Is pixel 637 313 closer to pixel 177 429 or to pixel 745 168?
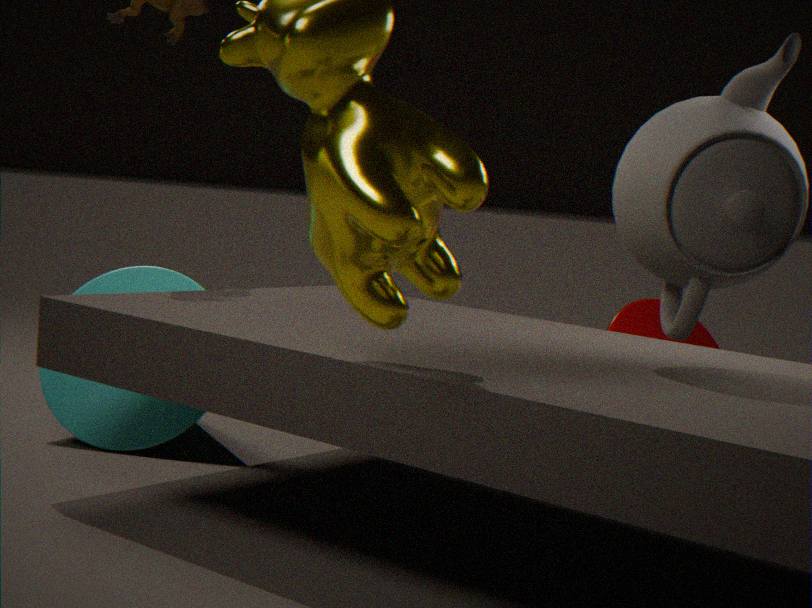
pixel 745 168
